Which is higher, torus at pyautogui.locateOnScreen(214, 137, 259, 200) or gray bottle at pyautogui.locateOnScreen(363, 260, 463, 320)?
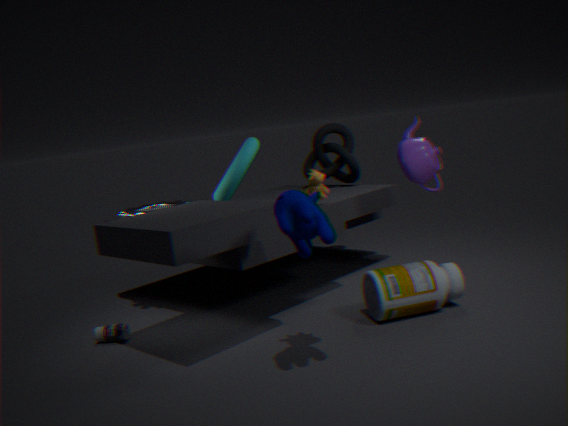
torus at pyautogui.locateOnScreen(214, 137, 259, 200)
